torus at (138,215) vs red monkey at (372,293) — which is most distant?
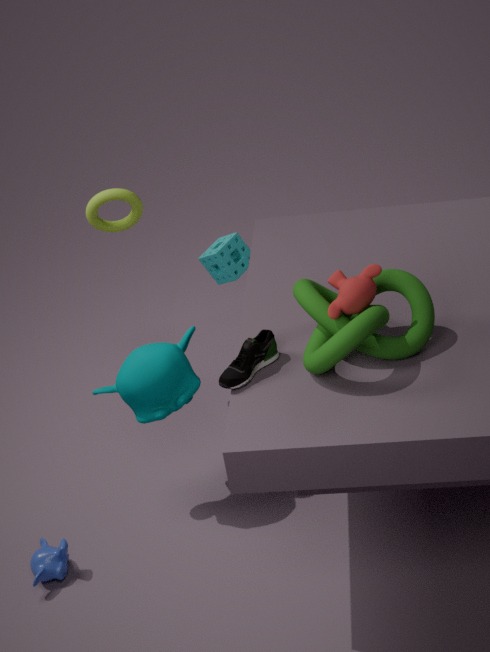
torus at (138,215)
